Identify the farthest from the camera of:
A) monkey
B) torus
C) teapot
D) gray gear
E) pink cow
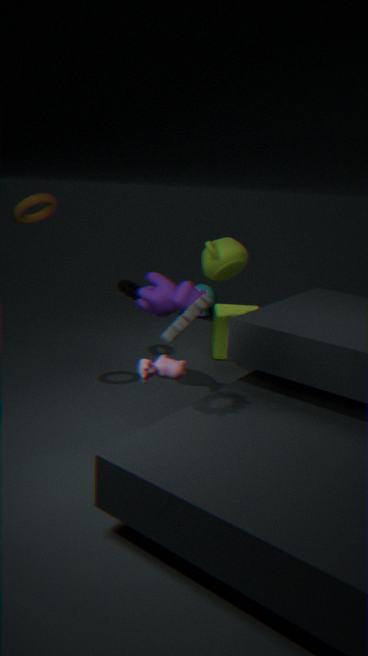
monkey
